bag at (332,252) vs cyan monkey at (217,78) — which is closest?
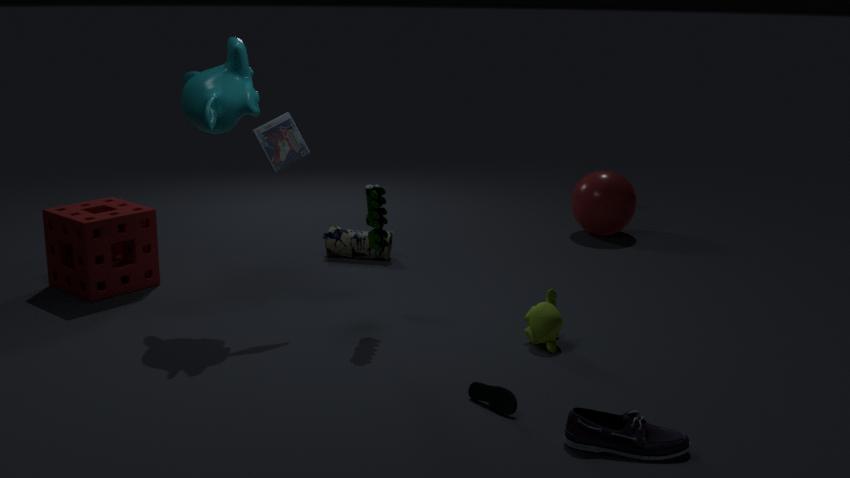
cyan monkey at (217,78)
